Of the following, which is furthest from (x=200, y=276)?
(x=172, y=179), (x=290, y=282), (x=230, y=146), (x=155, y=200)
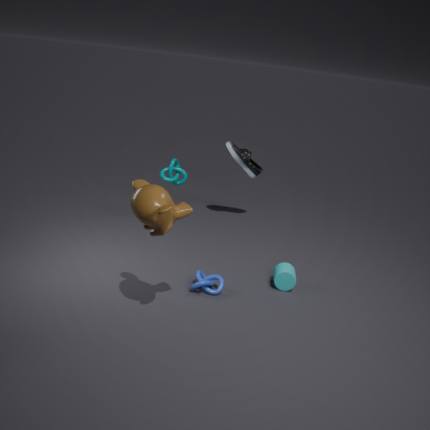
(x=230, y=146)
